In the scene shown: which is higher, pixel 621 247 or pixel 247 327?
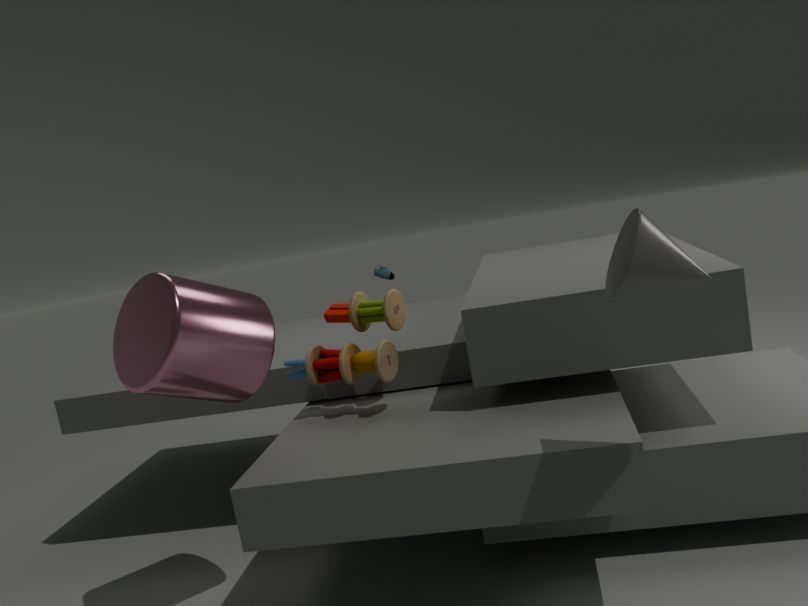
pixel 621 247
